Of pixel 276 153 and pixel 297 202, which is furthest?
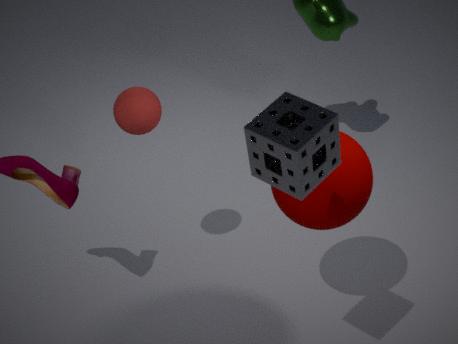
pixel 297 202
